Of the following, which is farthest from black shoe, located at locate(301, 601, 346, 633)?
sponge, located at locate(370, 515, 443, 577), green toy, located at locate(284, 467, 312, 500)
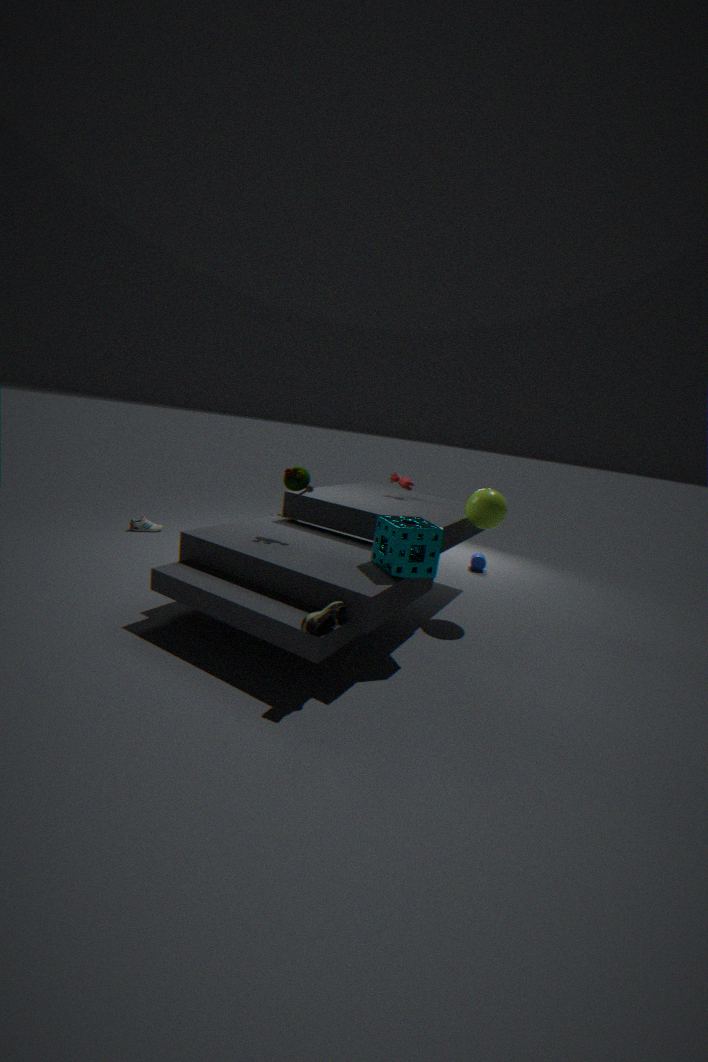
green toy, located at locate(284, 467, 312, 500)
